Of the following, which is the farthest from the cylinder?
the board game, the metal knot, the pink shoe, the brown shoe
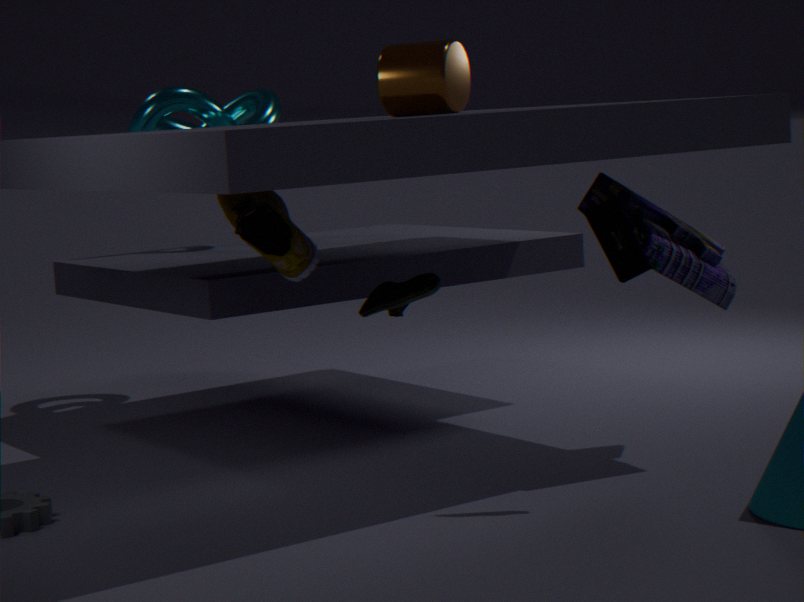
the metal knot
